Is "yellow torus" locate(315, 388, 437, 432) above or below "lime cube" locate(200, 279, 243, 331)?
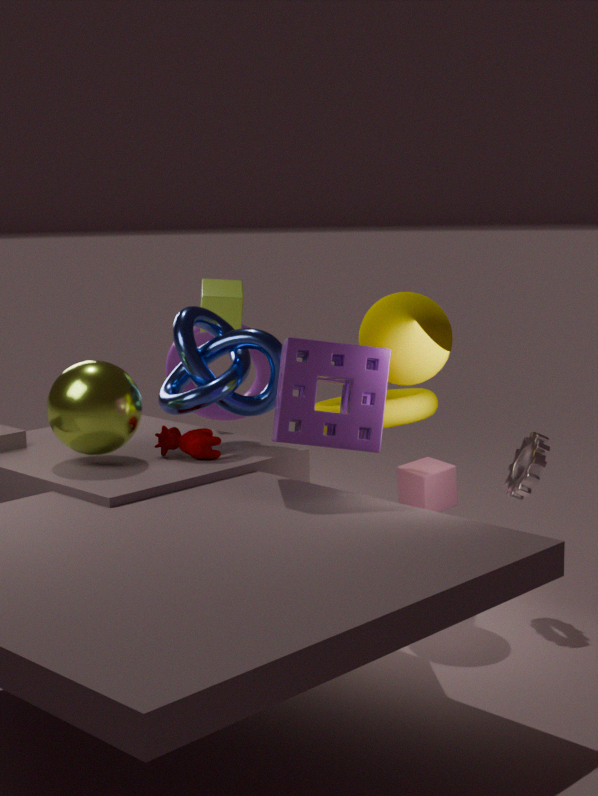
below
